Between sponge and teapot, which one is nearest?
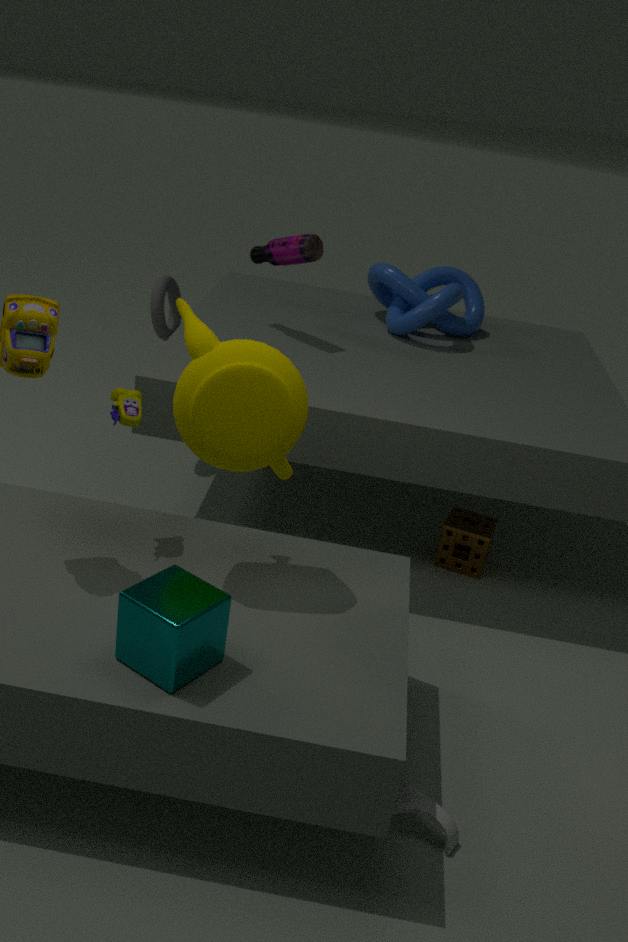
teapot
